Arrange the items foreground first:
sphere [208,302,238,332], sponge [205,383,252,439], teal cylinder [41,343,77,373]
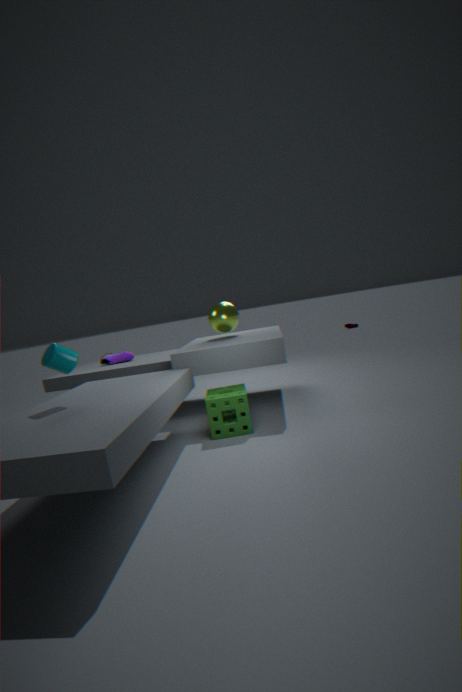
teal cylinder [41,343,77,373] → sponge [205,383,252,439] → sphere [208,302,238,332]
